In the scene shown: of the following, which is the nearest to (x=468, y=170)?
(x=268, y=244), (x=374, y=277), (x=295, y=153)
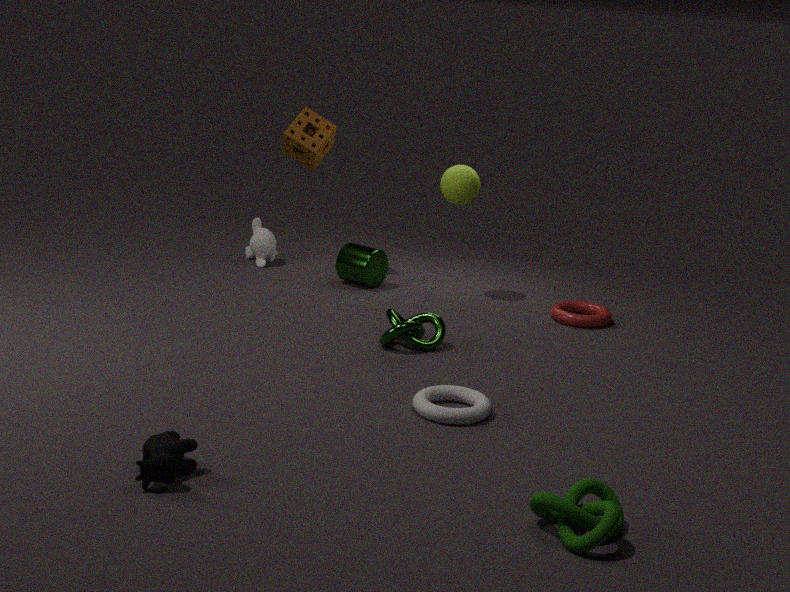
(x=374, y=277)
